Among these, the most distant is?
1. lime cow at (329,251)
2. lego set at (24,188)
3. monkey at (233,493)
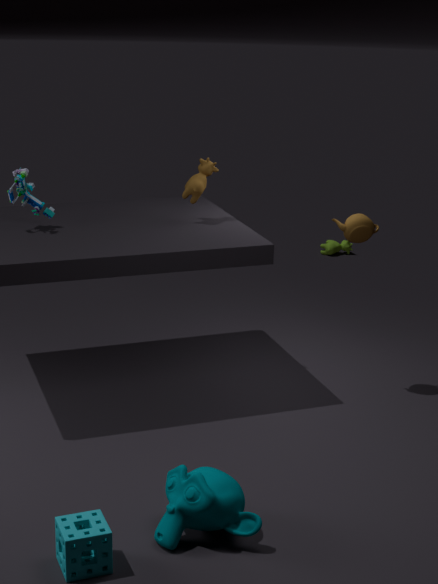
lime cow at (329,251)
